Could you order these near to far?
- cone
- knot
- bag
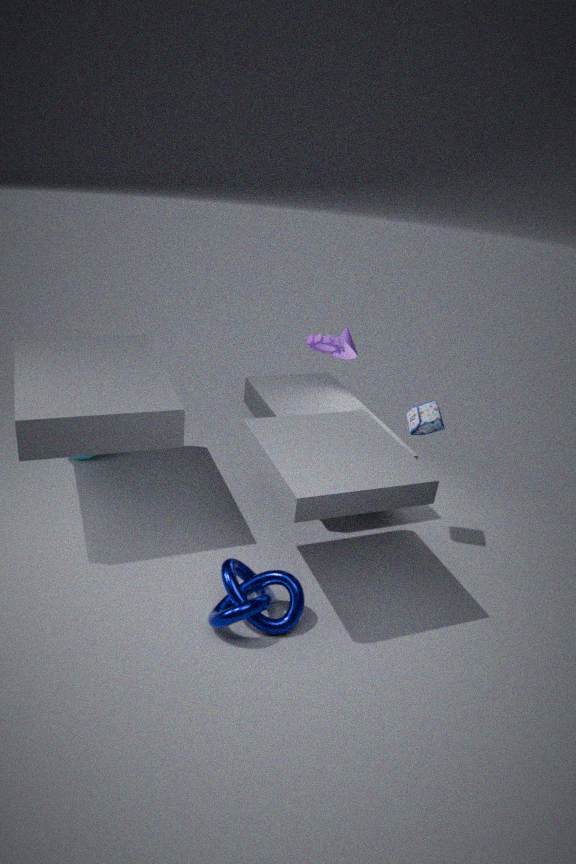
knot < bag < cone
